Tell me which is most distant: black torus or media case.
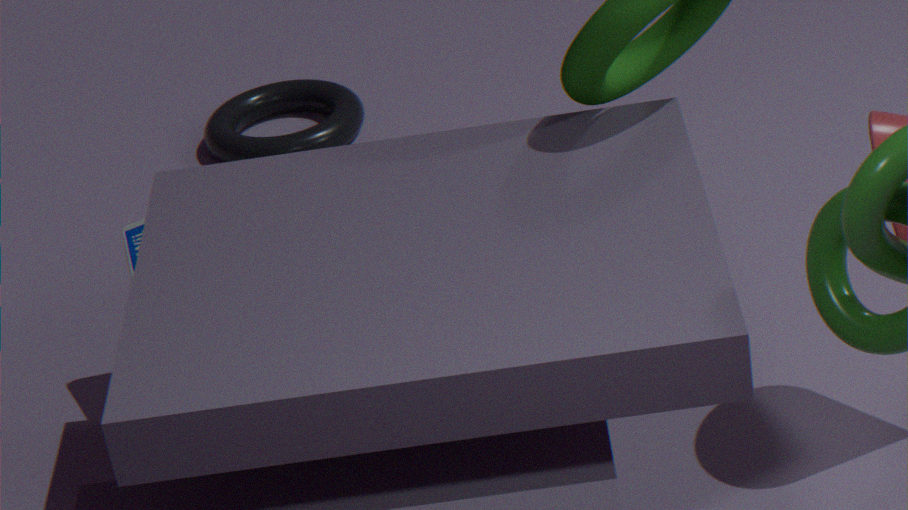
black torus
